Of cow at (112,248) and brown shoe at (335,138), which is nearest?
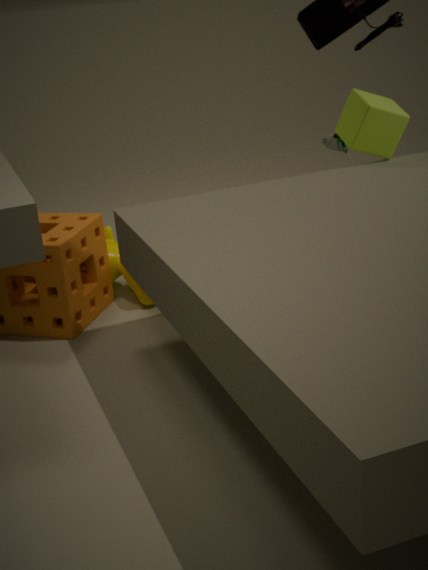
cow at (112,248)
